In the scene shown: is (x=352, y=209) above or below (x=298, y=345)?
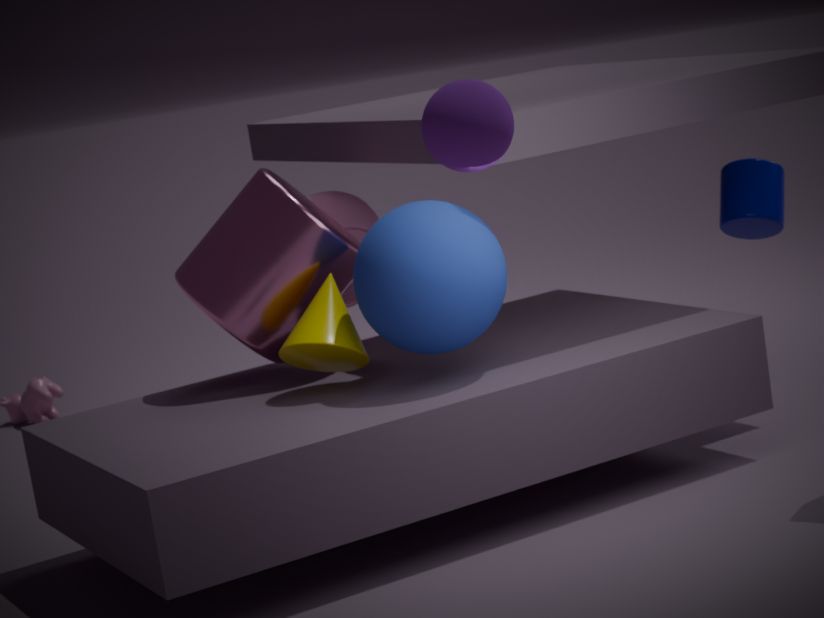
above
